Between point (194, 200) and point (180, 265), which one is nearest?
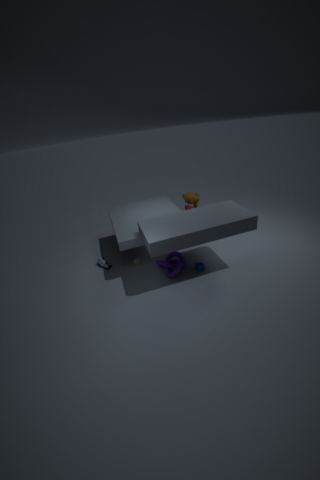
point (180, 265)
